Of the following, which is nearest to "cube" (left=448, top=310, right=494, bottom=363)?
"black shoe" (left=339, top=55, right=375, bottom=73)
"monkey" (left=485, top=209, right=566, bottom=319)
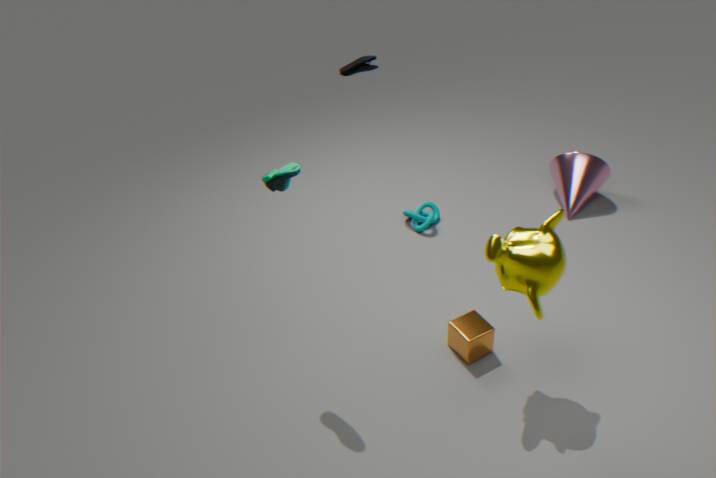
"monkey" (left=485, top=209, right=566, bottom=319)
